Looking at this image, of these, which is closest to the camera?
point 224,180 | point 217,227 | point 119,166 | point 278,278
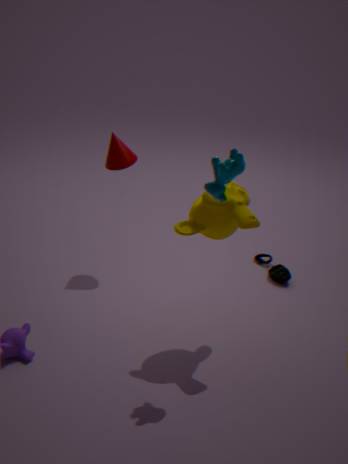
point 224,180
